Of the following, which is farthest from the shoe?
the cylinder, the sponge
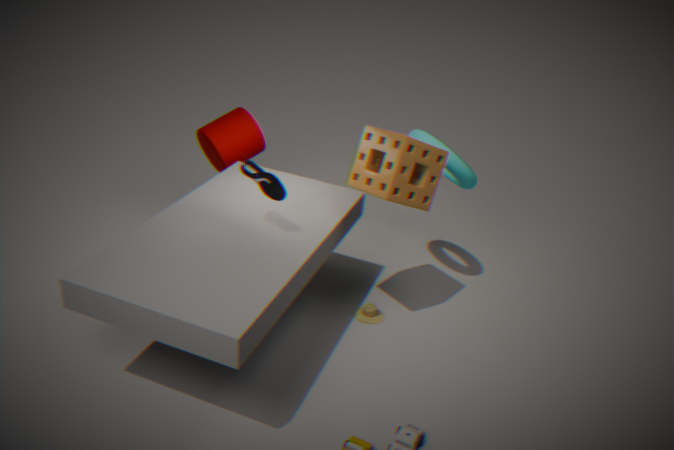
the cylinder
